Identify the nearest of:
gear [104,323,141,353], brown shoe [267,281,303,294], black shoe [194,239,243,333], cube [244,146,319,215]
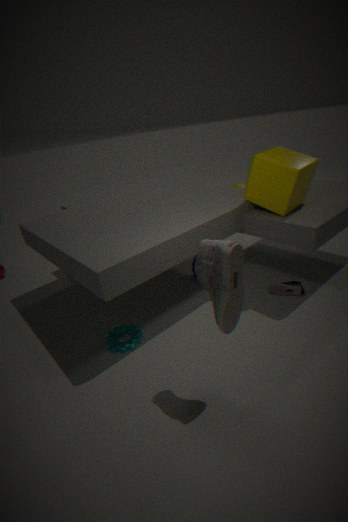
black shoe [194,239,243,333]
